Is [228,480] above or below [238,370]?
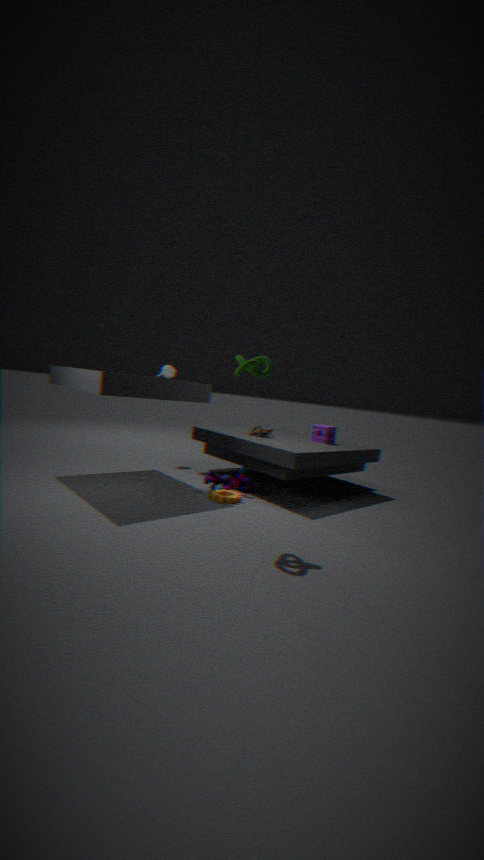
below
